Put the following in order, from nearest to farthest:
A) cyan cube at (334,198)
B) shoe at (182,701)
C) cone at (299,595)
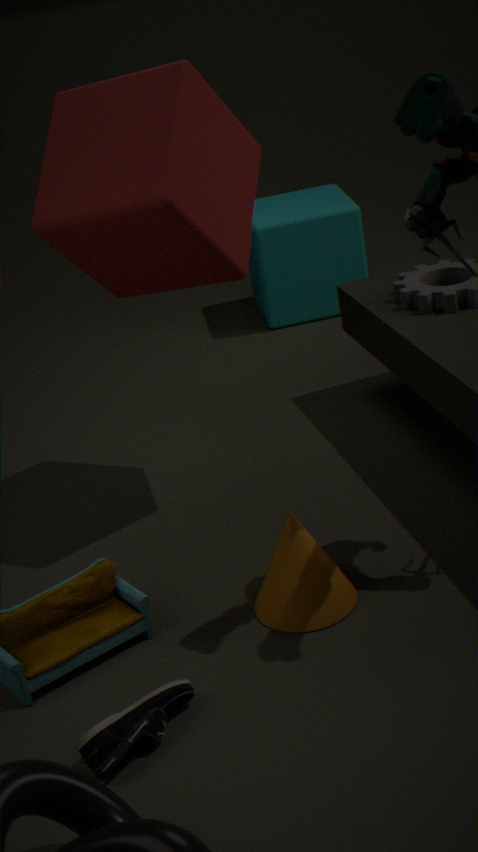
shoe at (182,701) → cone at (299,595) → cyan cube at (334,198)
